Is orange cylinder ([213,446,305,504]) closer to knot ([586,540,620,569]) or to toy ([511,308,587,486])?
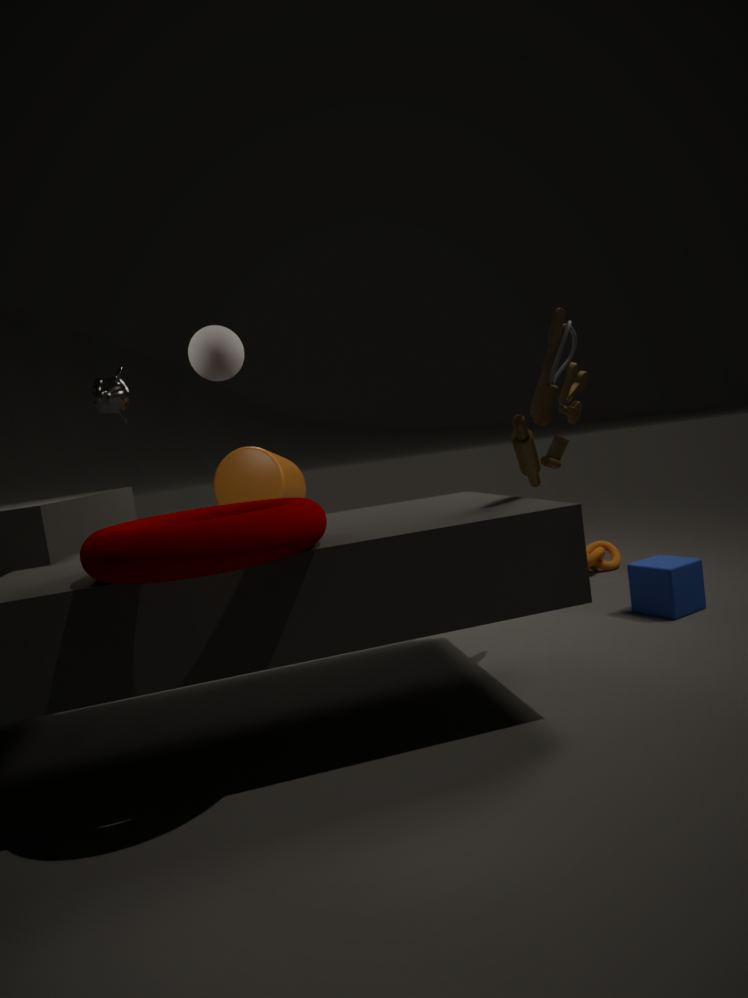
knot ([586,540,620,569])
